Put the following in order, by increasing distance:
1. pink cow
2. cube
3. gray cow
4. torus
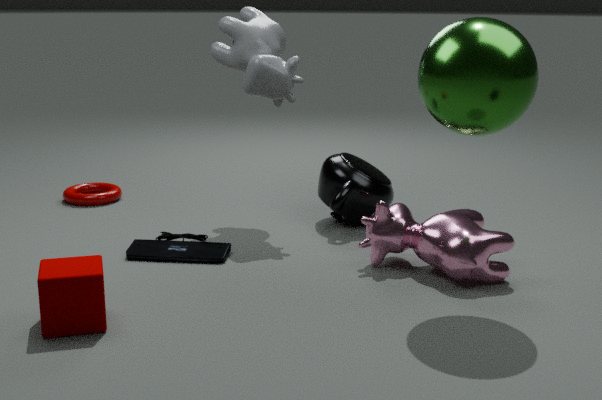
cube < pink cow < gray cow < torus
